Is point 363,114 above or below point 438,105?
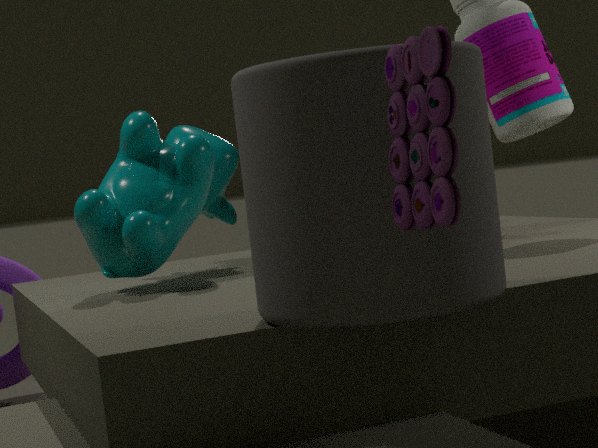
below
